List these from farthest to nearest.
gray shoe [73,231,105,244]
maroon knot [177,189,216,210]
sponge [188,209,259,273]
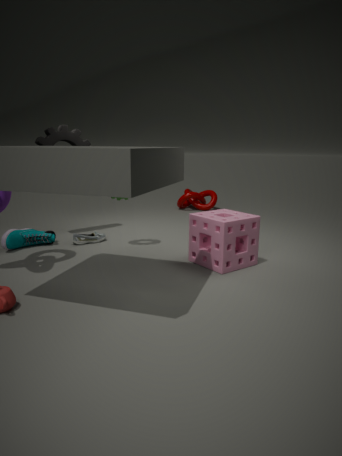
1. maroon knot [177,189,216,210]
2. gray shoe [73,231,105,244]
3. sponge [188,209,259,273]
